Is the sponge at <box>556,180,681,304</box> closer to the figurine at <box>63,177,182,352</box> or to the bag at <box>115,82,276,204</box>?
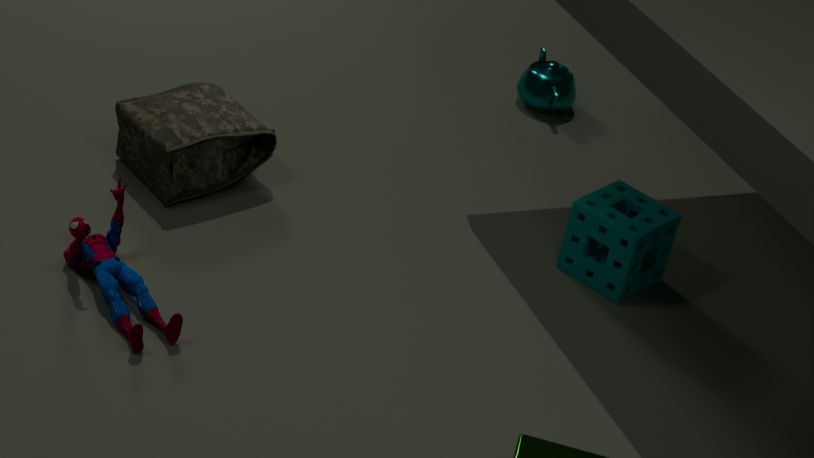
the bag at <box>115,82,276,204</box>
